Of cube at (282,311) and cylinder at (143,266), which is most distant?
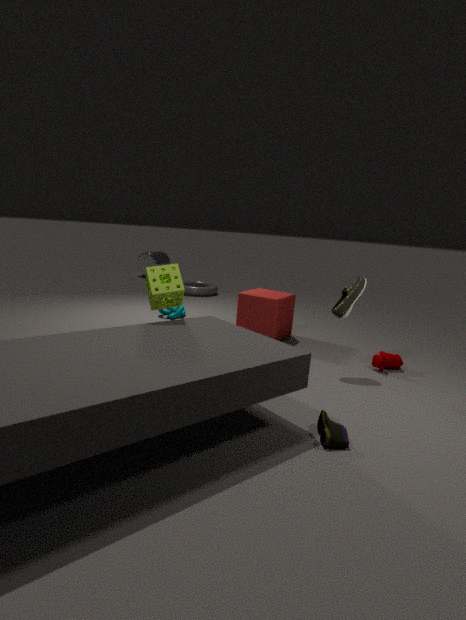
cylinder at (143,266)
